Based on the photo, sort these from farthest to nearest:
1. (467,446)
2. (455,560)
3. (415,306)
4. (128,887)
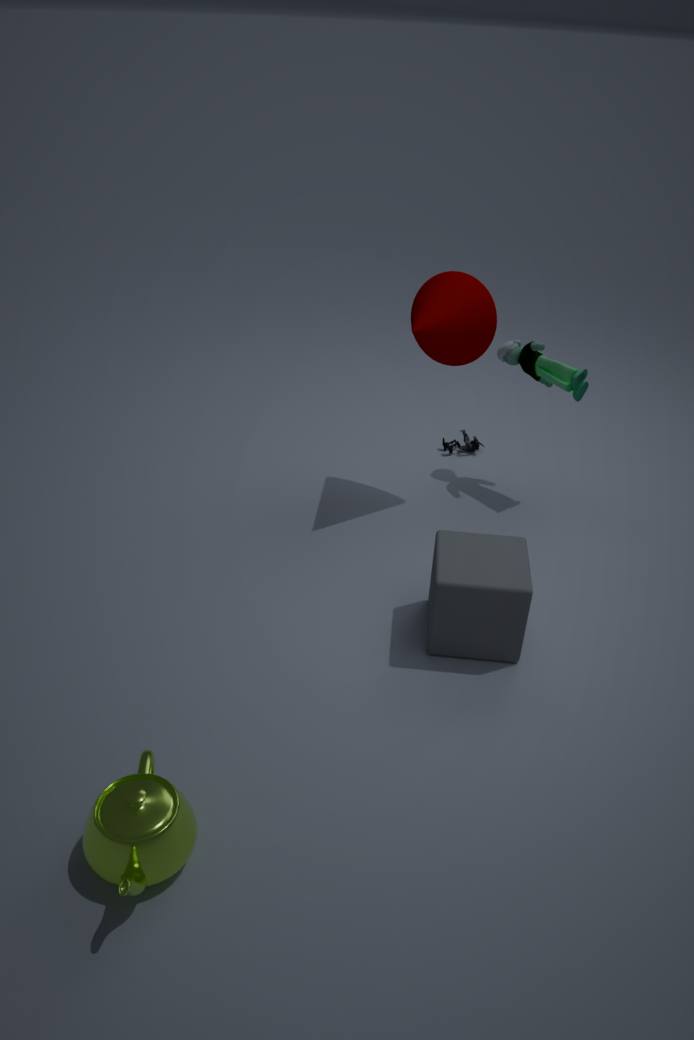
(467,446) → (415,306) → (455,560) → (128,887)
